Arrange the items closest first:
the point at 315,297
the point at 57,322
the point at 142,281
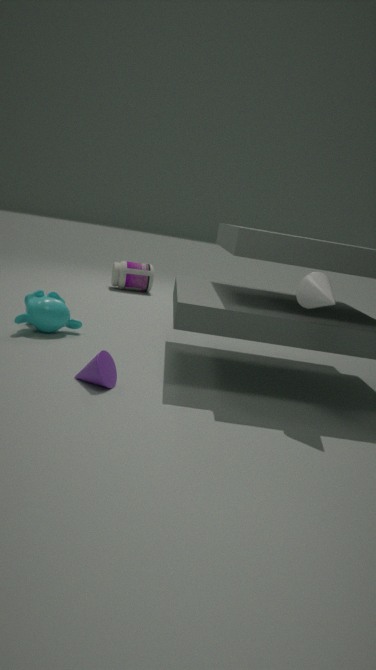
the point at 315,297
the point at 57,322
the point at 142,281
